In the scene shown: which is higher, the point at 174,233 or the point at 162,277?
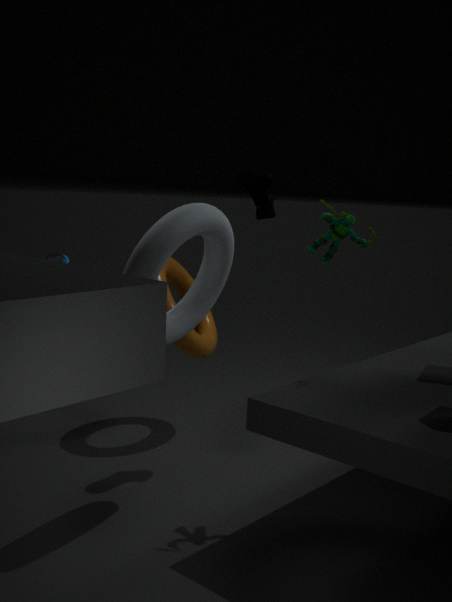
the point at 174,233
